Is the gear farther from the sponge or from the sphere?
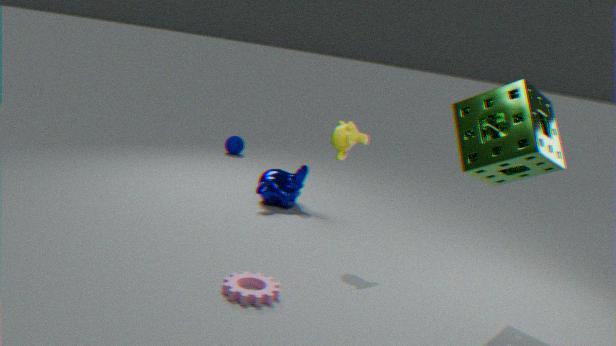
the sphere
